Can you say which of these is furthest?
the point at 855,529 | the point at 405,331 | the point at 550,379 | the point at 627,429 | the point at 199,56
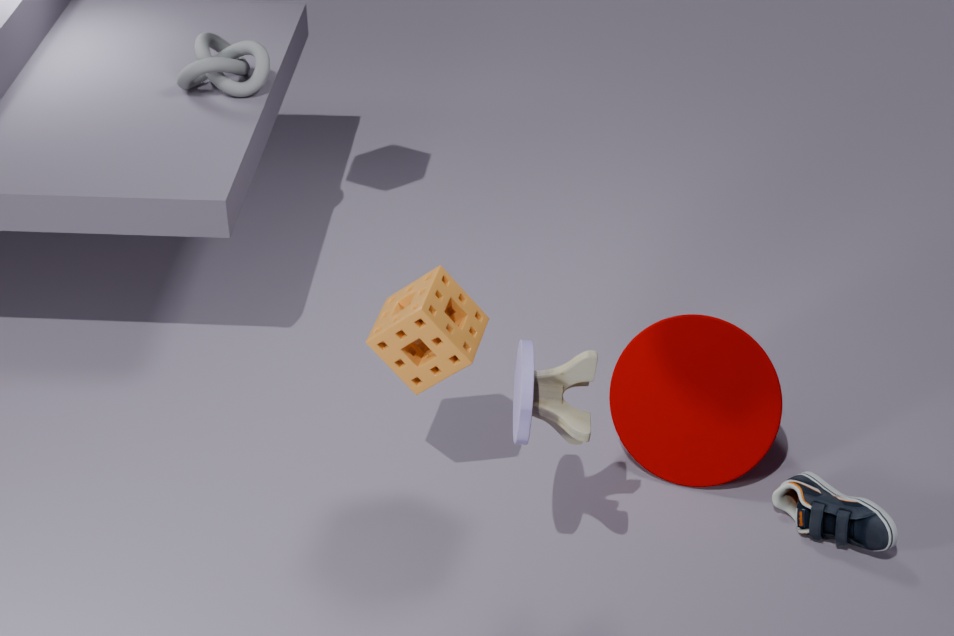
the point at 199,56
